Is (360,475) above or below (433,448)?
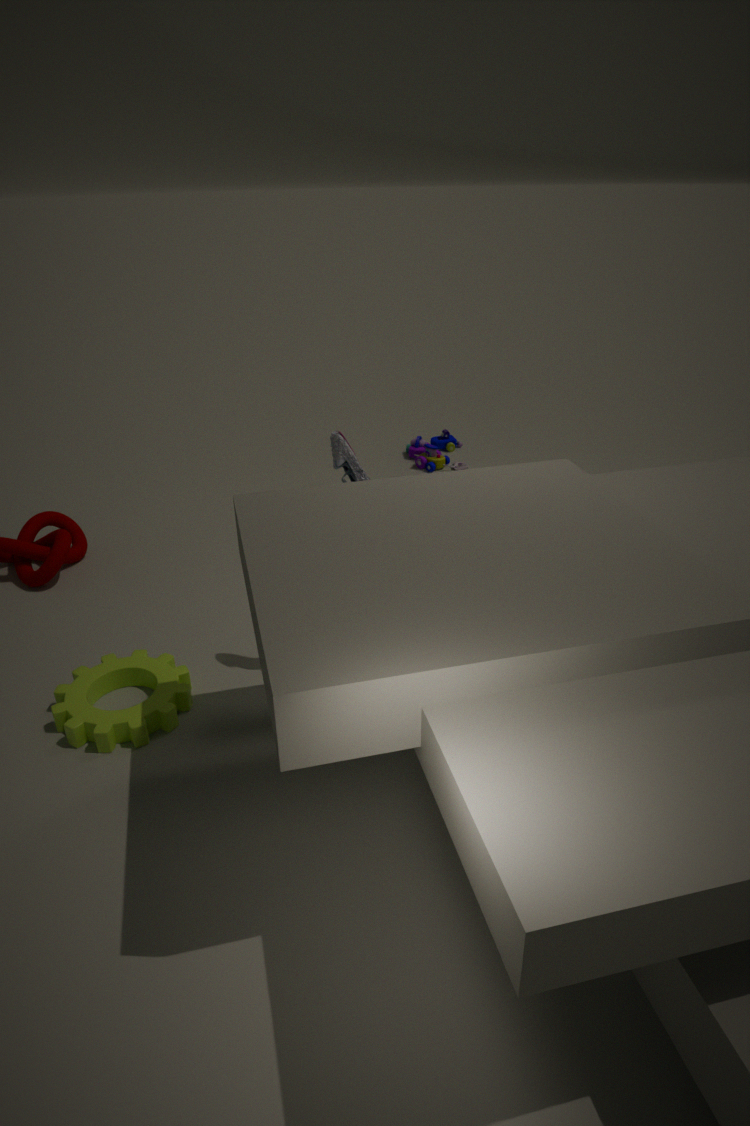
above
